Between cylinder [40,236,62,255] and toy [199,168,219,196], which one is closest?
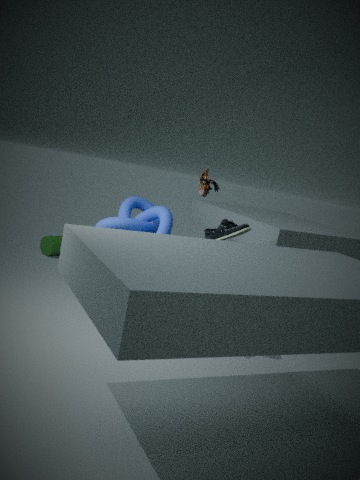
toy [199,168,219,196]
